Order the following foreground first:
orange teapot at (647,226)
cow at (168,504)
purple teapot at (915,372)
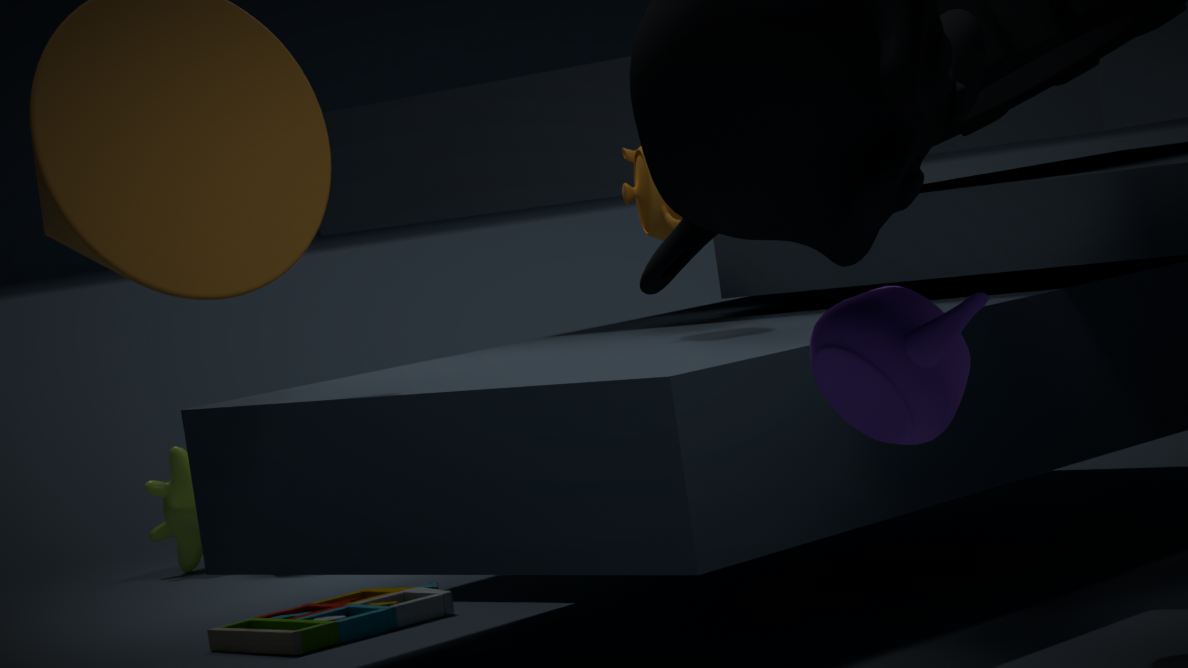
1. purple teapot at (915,372)
2. orange teapot at (647,226)
3. cow at (168,504)
